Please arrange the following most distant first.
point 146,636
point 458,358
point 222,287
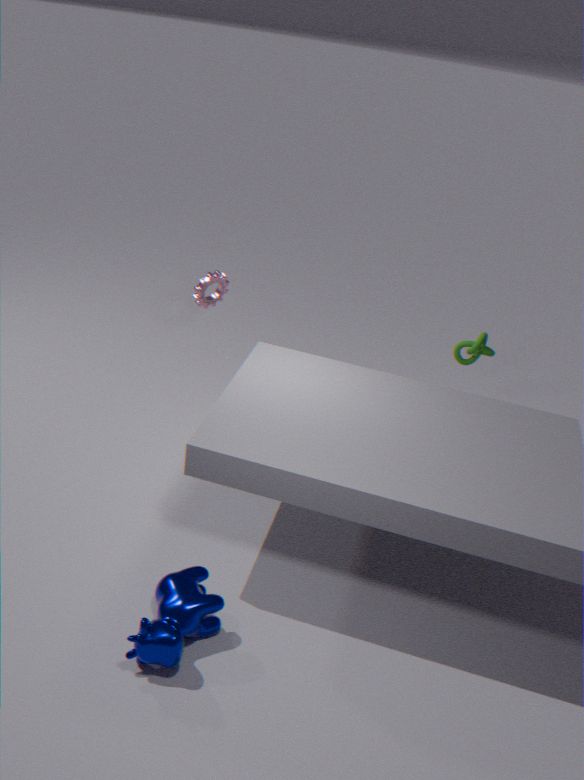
1. point 222,287
2. point 458,358
3. point 146,636
